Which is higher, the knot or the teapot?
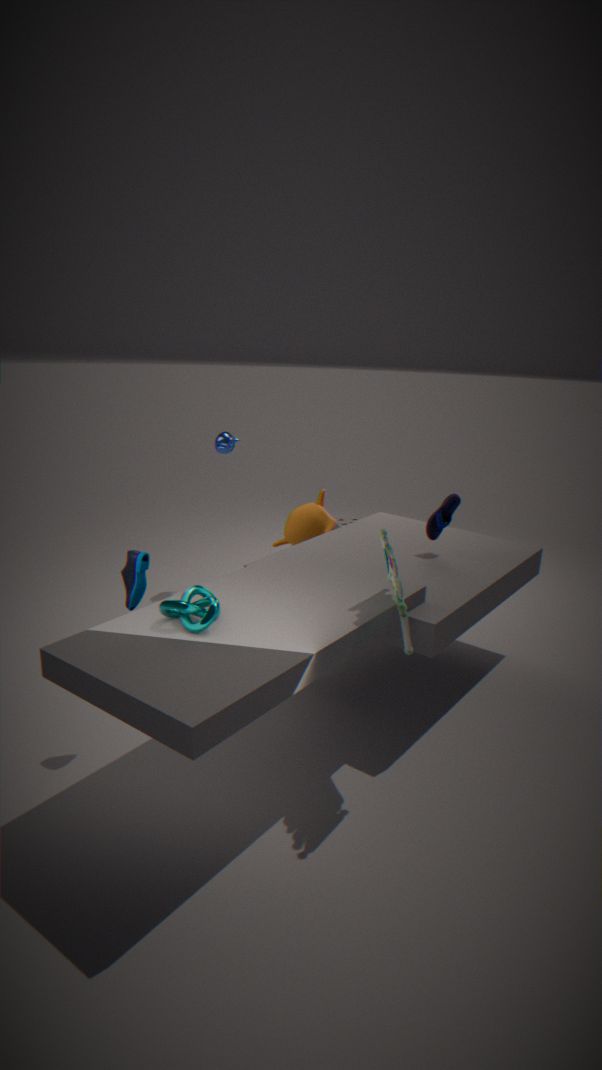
the teapot
